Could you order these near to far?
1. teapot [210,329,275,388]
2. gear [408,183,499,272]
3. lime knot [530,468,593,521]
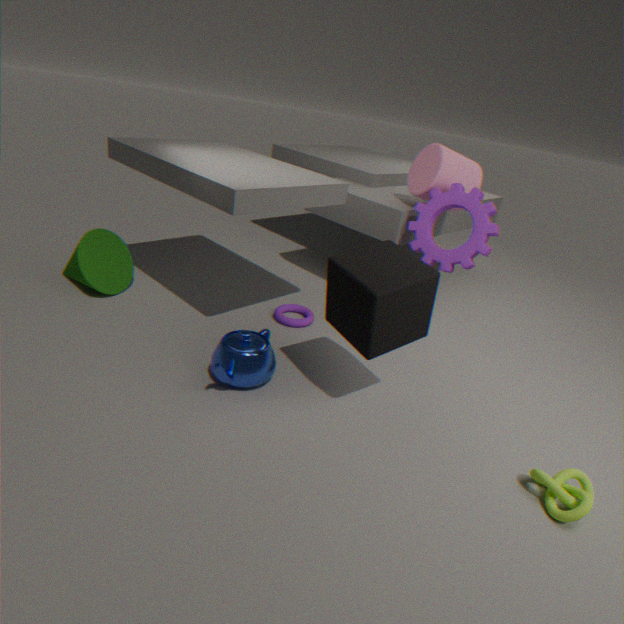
1. lime knot [530,468,593,521]
2. teapot [210,329,275,388]
3. gear [408,183,499,272]
